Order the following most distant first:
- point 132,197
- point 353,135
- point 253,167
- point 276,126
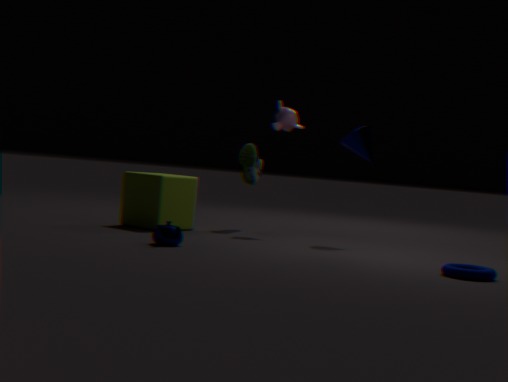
point 253,167, point 276,126, point 132,197, point 353,135
